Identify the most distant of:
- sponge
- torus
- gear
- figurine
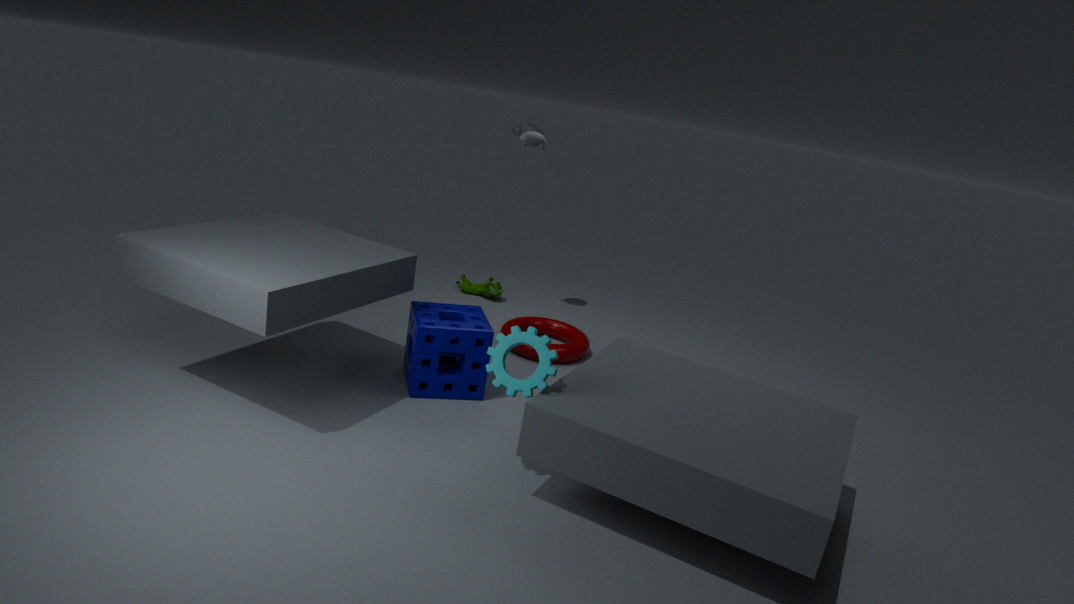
figurine
